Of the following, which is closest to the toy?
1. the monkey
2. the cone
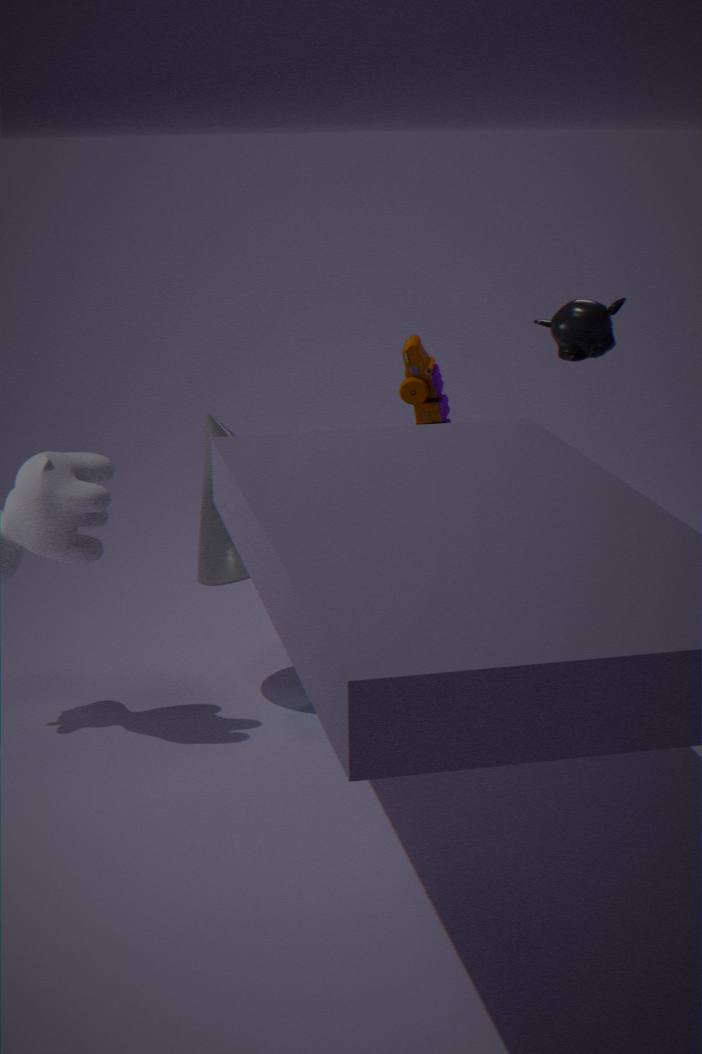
the cone
